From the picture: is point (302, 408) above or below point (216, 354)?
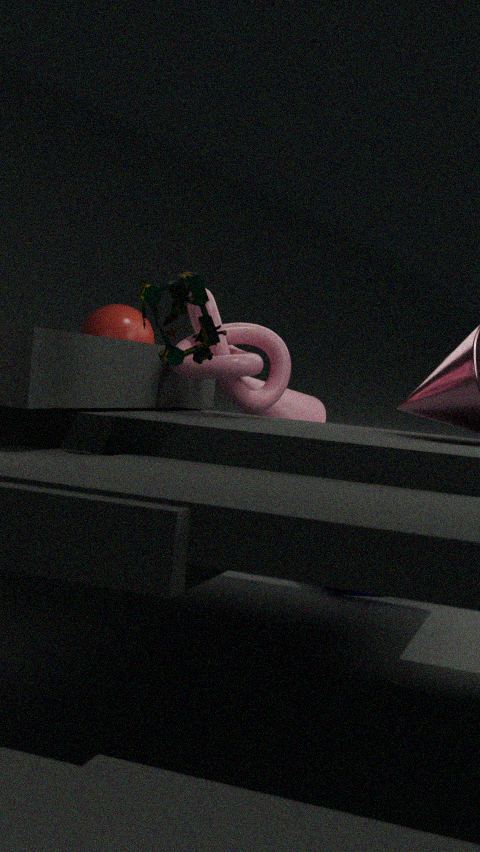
below
